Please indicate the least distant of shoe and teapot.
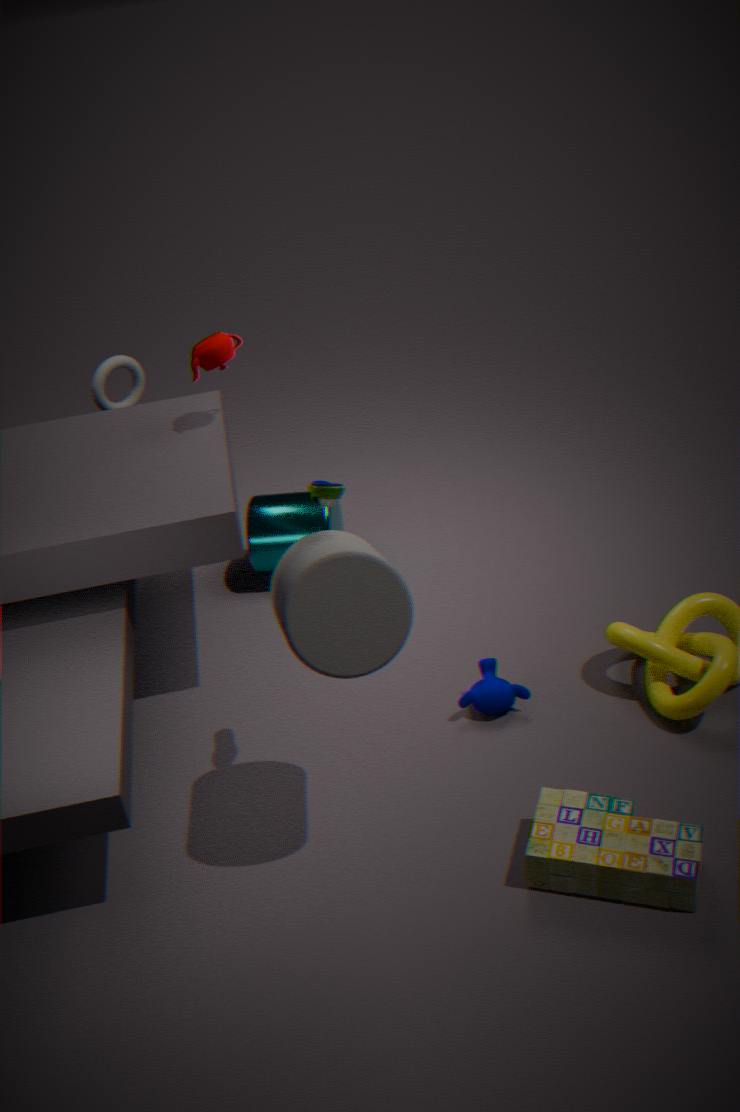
shoe
